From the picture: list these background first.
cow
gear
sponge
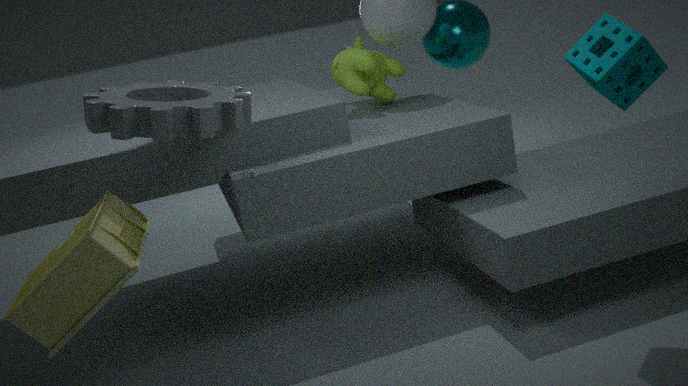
cow < gear < sponge
